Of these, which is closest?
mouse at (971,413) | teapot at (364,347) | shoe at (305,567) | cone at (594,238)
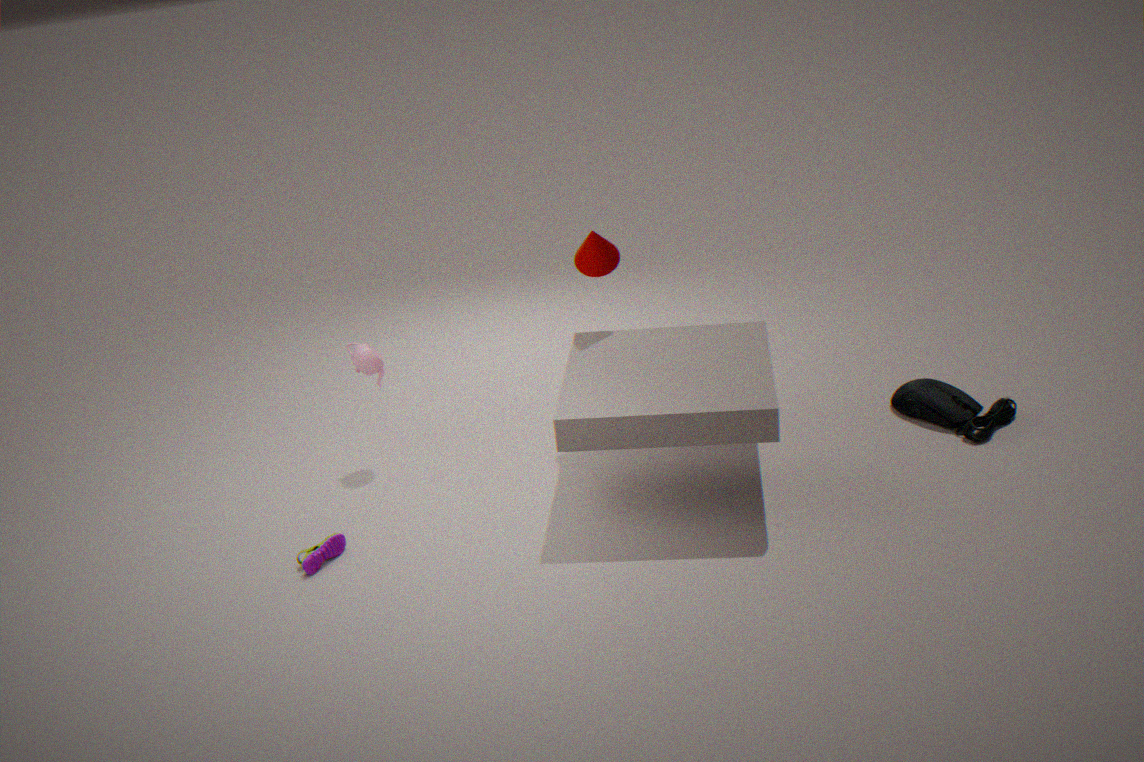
shoe at (305,567)
